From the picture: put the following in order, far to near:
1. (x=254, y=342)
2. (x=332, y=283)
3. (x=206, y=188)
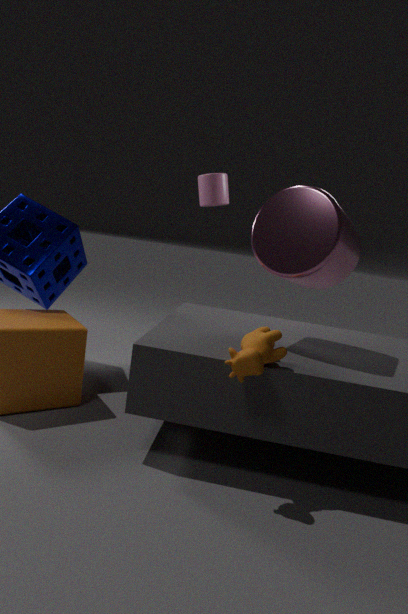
(x=206, y=188) → (x=332, y=283) → (x=254, y=342)
